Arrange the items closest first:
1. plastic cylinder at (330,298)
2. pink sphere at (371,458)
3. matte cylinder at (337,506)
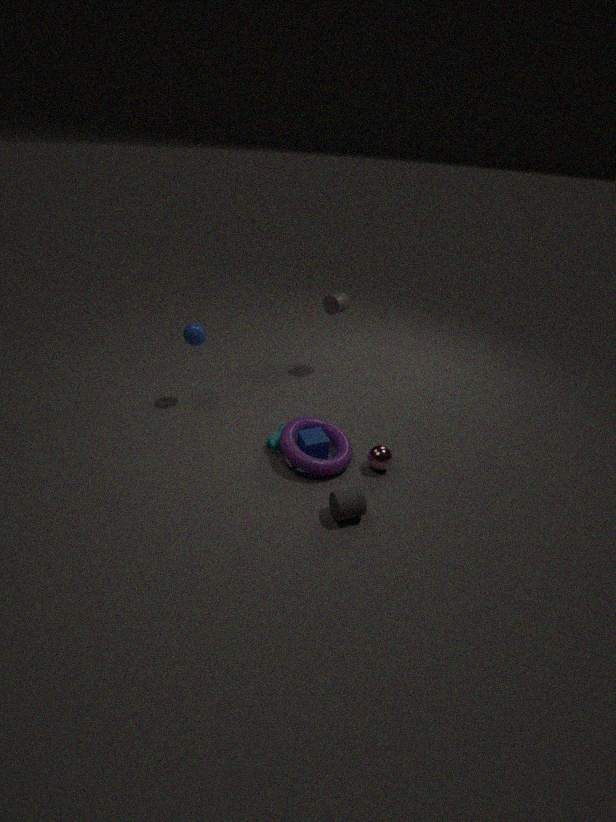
matte cylinder at (337,506), pink sphere at (371,458), plastic cylinder at (330,298)
